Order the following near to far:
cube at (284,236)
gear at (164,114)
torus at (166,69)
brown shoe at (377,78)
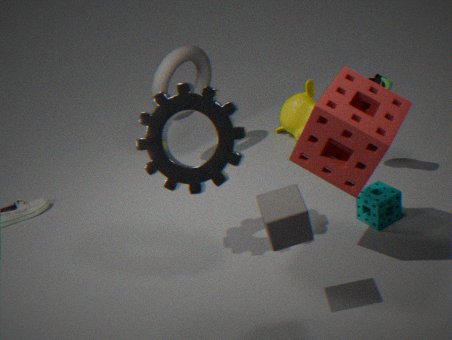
cube at (284,236) → gear at (164,114) → brown shoe at (377,78) → torus at (166,69)
